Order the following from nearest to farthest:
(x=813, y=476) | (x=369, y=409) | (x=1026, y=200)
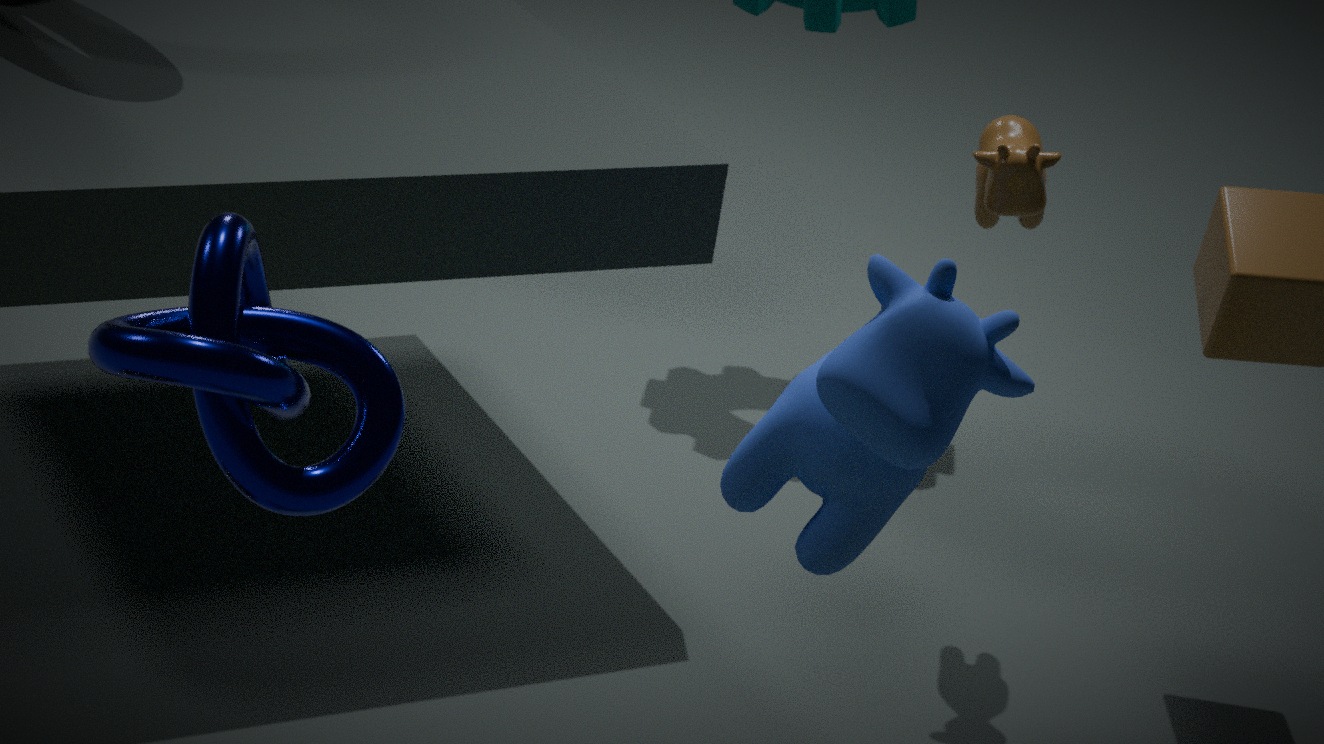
(x=369, y=409)
(x=813, y=476)
(x=1026, y=200)
